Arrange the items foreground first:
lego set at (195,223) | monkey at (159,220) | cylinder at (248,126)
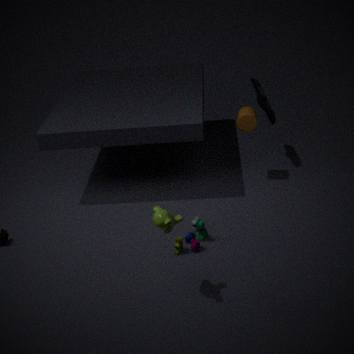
monkey at (159,220)
lego set at (195,223)
cylinder at (248,126)
